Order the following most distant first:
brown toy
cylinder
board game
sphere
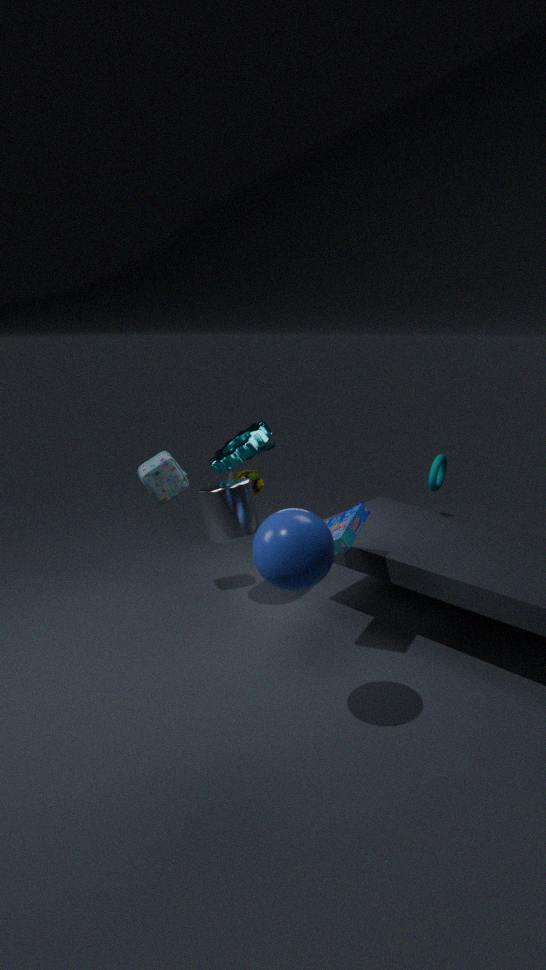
brown toy
cylinder
board game
sphere
